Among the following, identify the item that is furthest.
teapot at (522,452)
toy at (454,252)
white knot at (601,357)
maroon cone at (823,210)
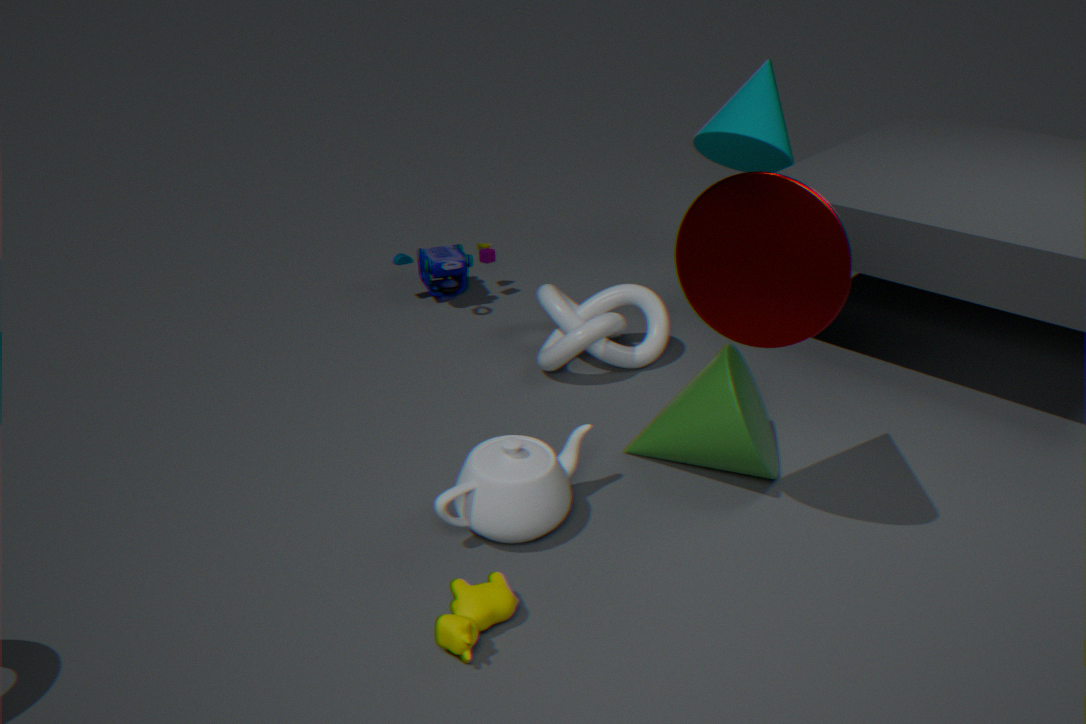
toy at (454,252)
